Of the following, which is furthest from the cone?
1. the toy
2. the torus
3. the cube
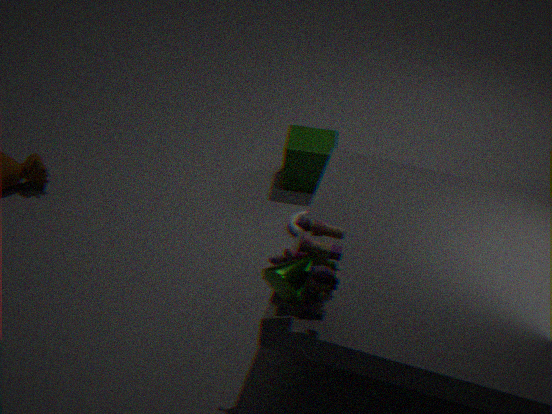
the cube
